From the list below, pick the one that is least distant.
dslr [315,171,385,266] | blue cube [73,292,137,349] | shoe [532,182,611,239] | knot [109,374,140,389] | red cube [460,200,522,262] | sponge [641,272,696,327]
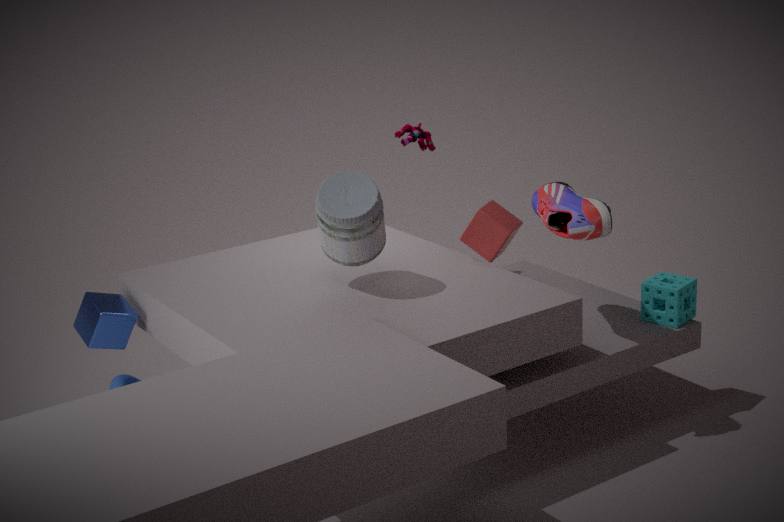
dslr [315,171,385,266]
